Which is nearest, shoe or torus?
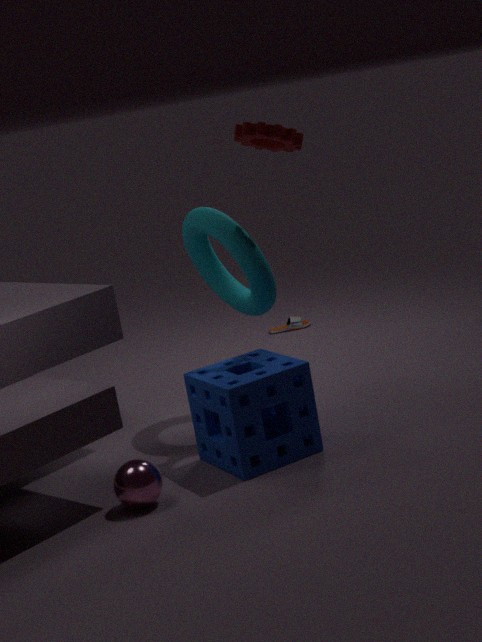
torus
